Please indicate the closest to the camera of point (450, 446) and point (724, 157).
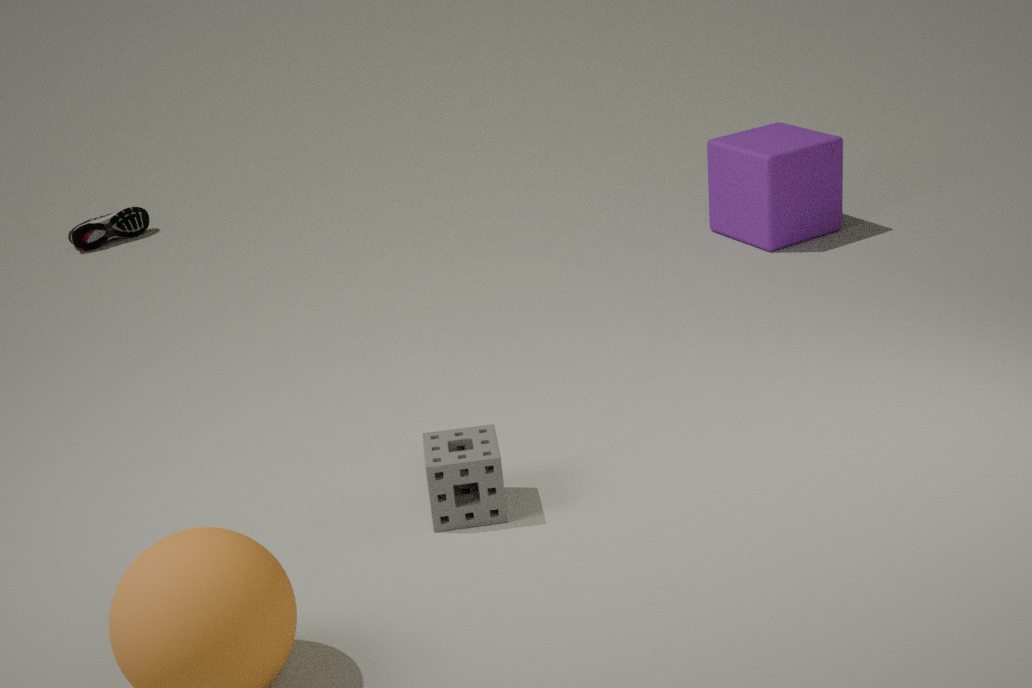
point (450, 446)
